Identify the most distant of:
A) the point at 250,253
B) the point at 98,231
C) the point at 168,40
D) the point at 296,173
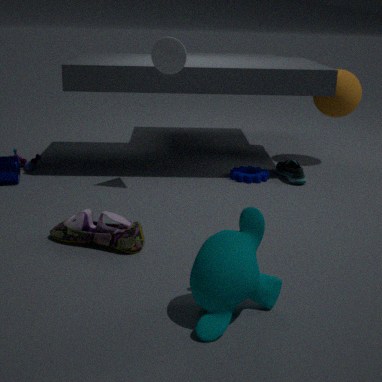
D. the point at 296,173
